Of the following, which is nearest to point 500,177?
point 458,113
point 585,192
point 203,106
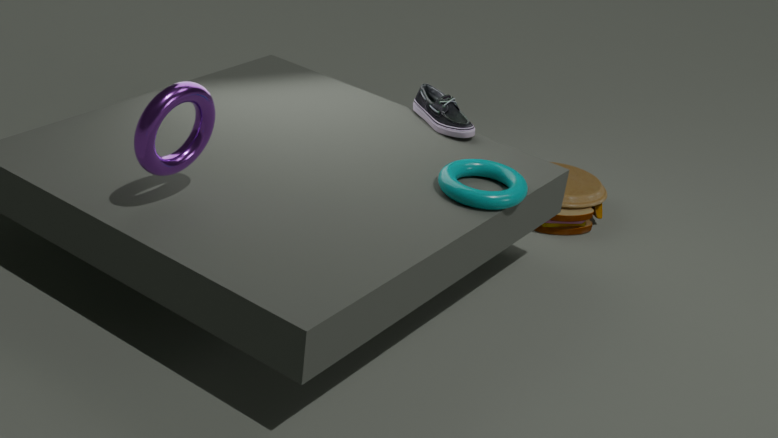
point 458,113
